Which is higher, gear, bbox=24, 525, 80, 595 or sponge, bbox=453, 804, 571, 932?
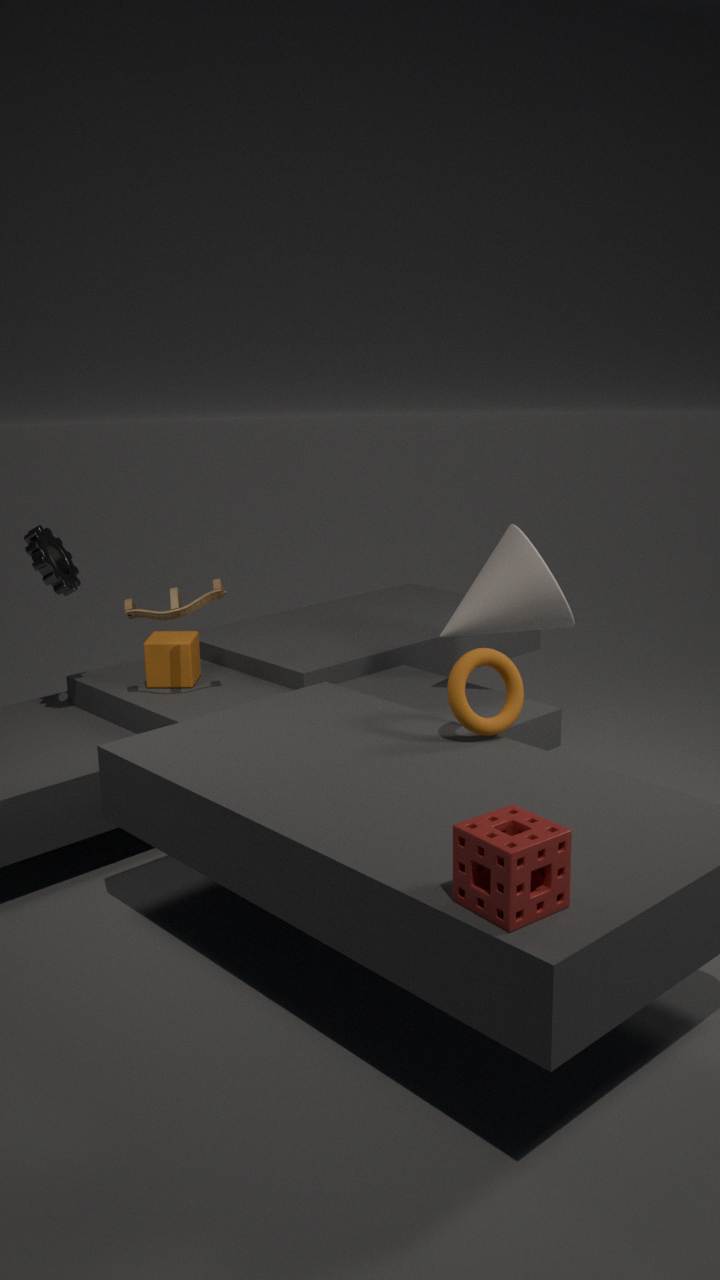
gear, bbox=24, 525, 80, 595
